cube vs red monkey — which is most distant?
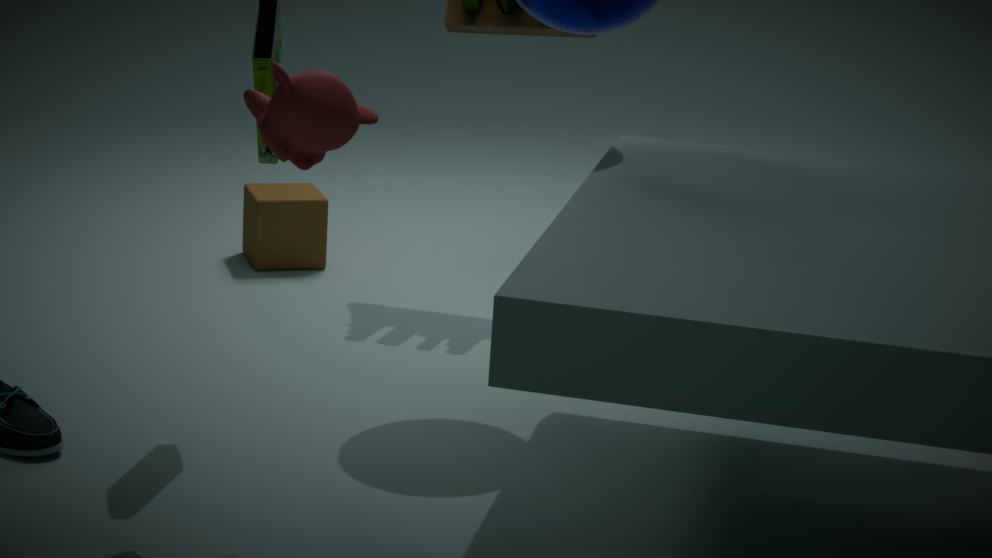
cube
